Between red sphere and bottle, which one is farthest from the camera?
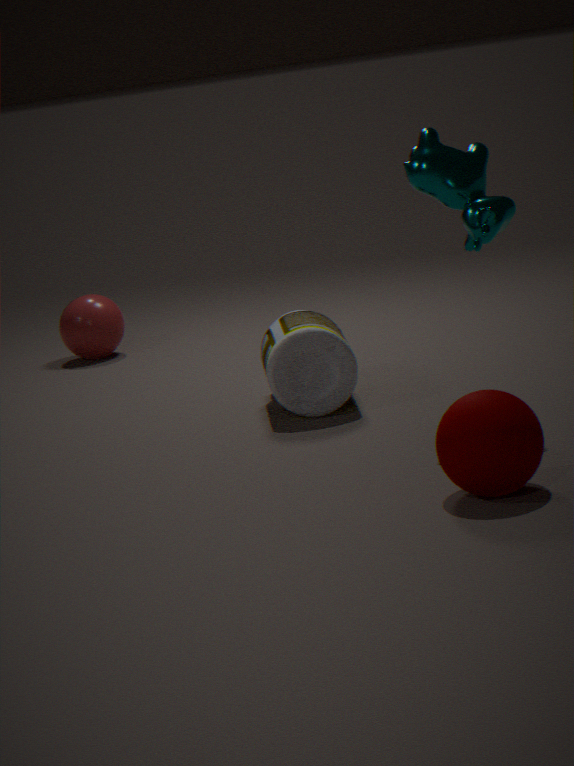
red sphere
